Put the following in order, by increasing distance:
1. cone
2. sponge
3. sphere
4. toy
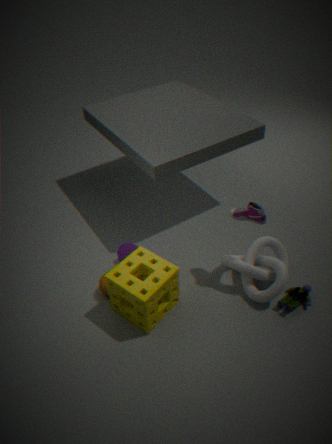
sponge < toy < sphere < cone
